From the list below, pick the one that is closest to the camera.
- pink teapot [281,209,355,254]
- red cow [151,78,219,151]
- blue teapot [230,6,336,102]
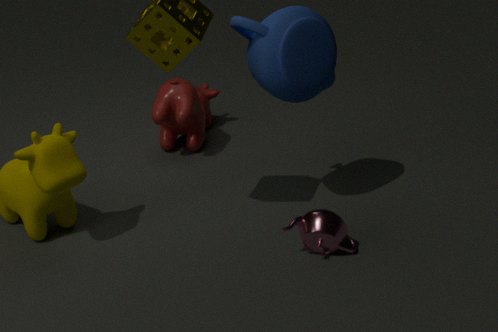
pink teapot [281,209,355,254]
